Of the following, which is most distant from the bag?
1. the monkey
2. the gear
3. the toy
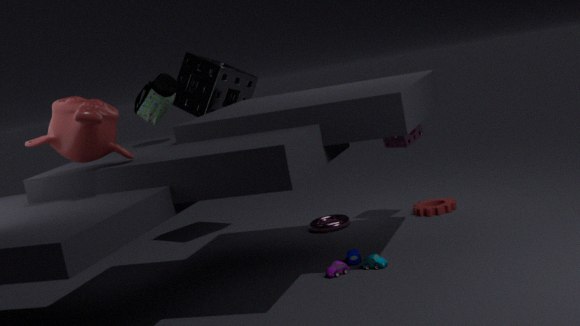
the gear
